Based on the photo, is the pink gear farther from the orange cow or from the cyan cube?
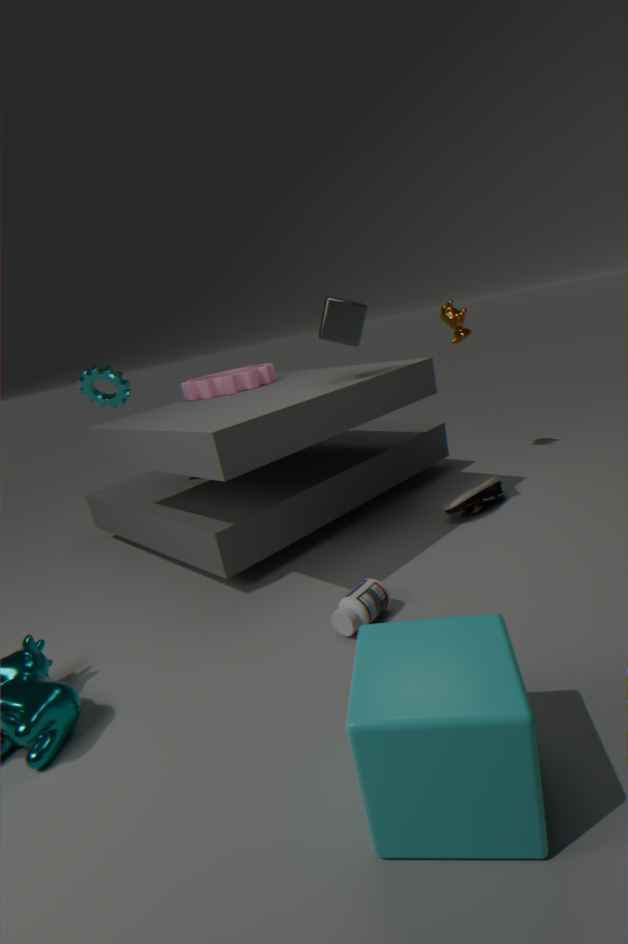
the cyan cube
